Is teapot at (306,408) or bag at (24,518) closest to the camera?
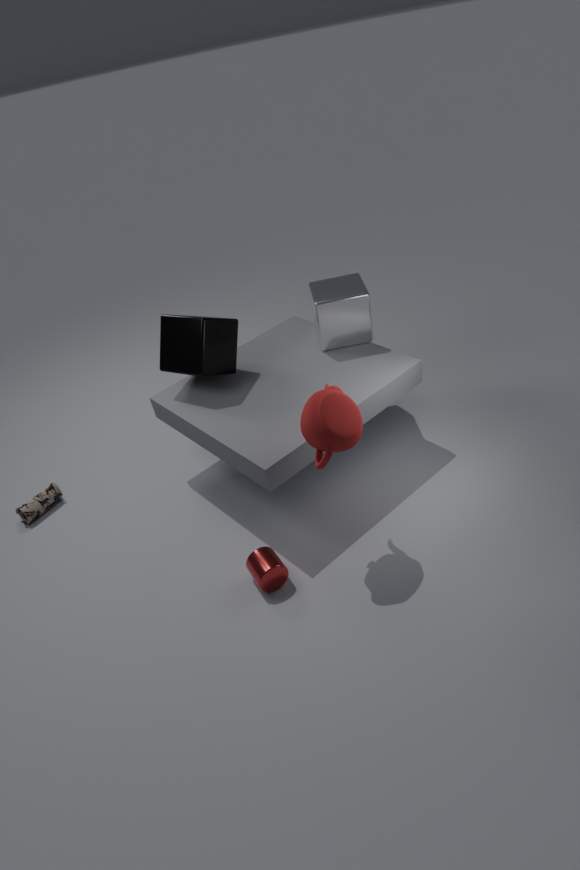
teapot at (306,408)
